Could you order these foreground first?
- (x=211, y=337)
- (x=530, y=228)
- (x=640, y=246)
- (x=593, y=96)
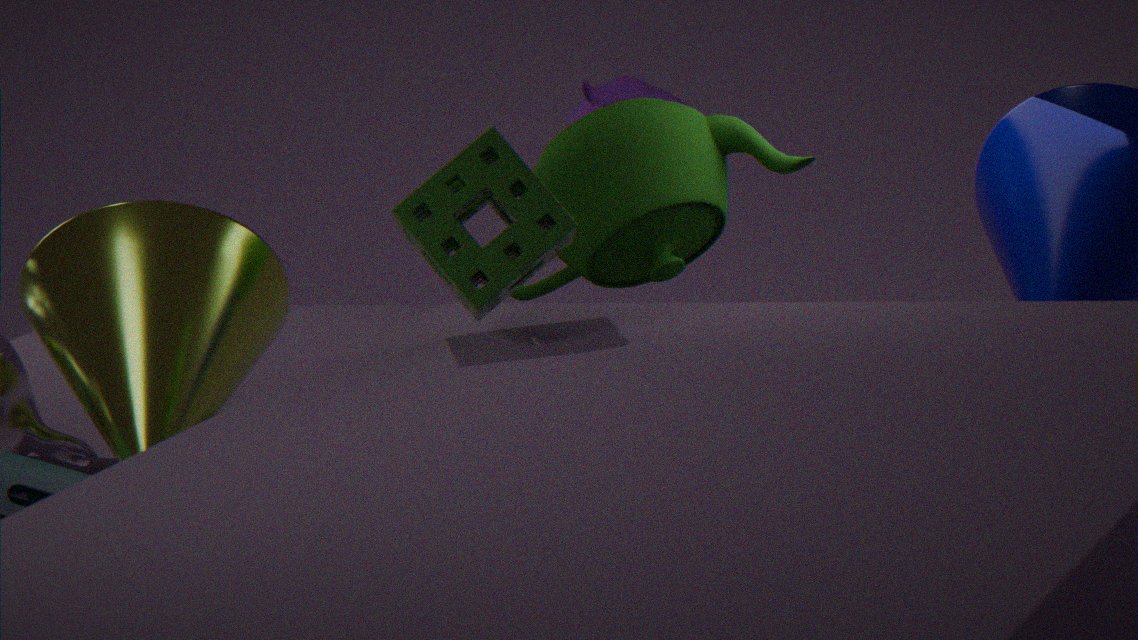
(x=530, y=228), (x=211, y=337), (x=640, y=246), (x=593, y=96)
